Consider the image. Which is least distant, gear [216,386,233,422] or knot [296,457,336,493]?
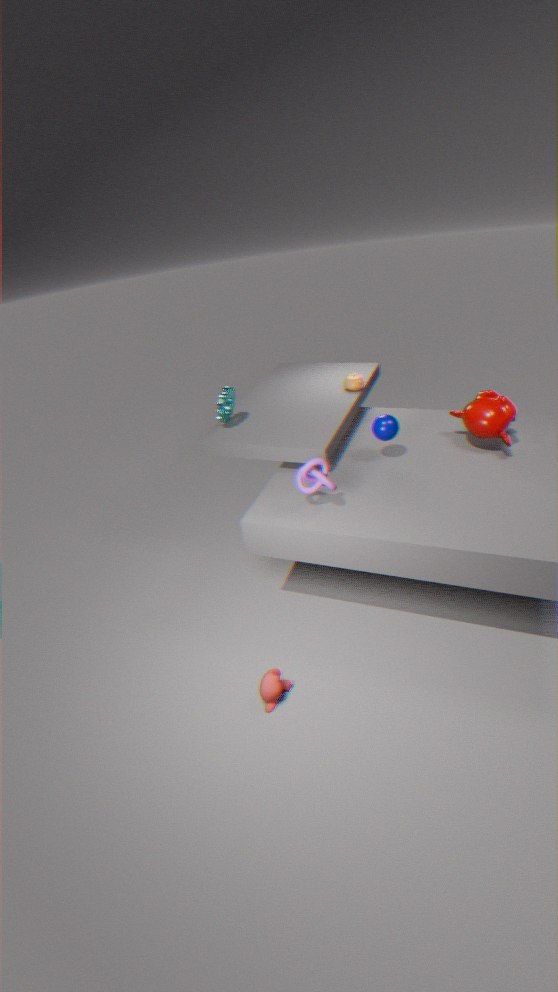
knot [296,457,336,493]
